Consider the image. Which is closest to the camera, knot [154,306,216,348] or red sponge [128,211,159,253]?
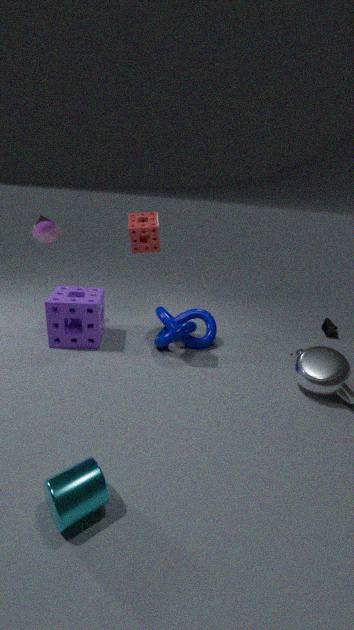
red sponge [128,211,159,253]
